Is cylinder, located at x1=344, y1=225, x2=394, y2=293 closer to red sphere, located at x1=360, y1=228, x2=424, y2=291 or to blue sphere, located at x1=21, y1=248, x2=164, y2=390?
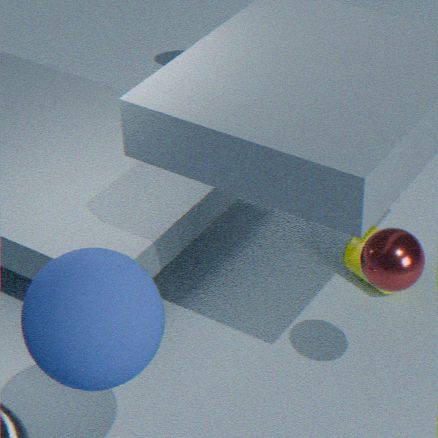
red sphere, located at x1=360, y1=228, x2=424, y2=291
